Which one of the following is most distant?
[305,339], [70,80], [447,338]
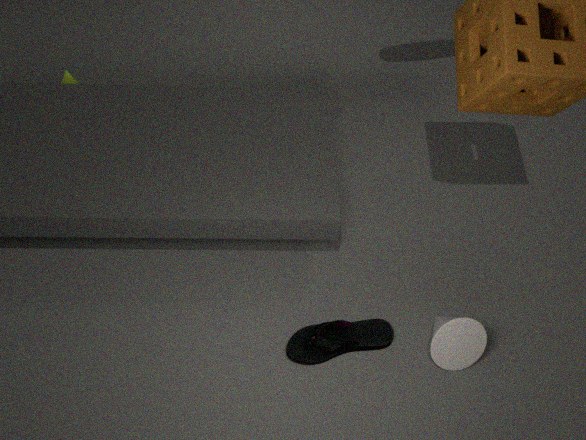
[70,80]
